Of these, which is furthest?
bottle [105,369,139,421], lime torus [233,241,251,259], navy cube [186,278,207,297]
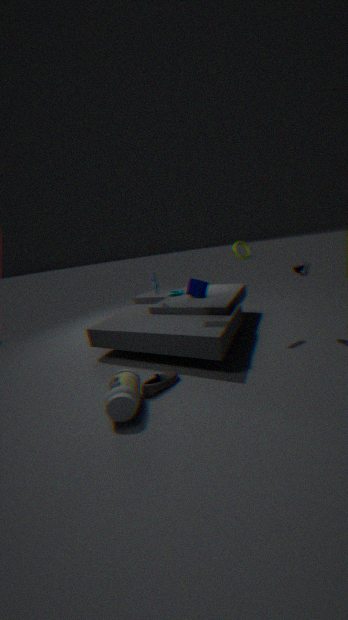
lime torus [233,241,251,259]
